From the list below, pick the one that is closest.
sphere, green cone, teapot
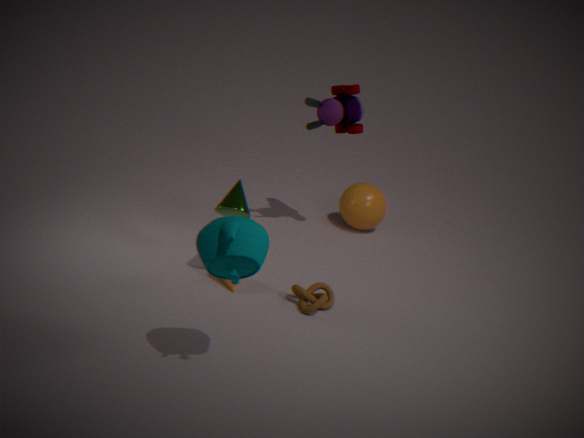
teapot
